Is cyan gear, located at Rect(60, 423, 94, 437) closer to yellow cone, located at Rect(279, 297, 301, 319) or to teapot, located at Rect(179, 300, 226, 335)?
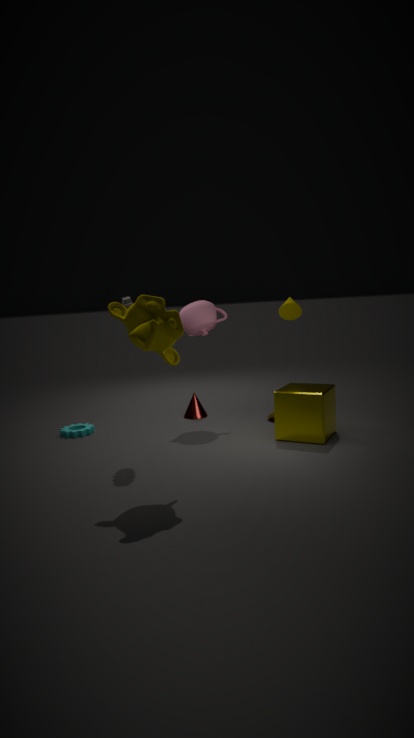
Result: teapot, located at Rect(179, 300, 226, 335)
